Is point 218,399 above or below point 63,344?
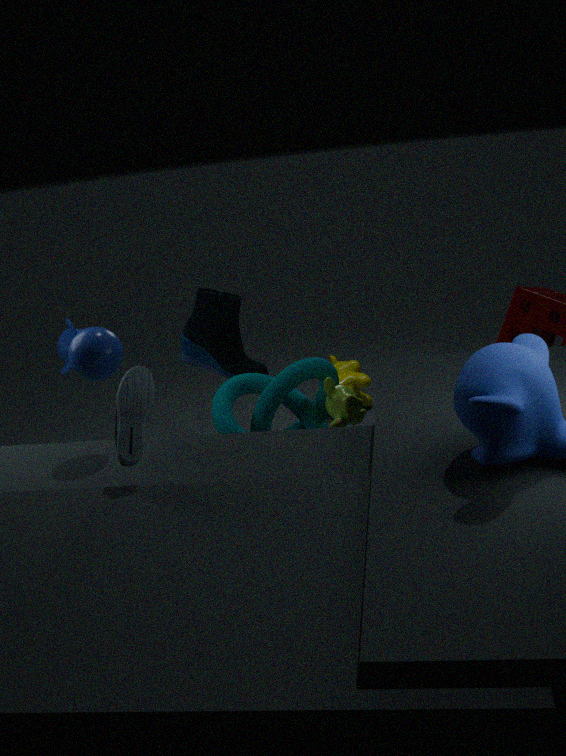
below
